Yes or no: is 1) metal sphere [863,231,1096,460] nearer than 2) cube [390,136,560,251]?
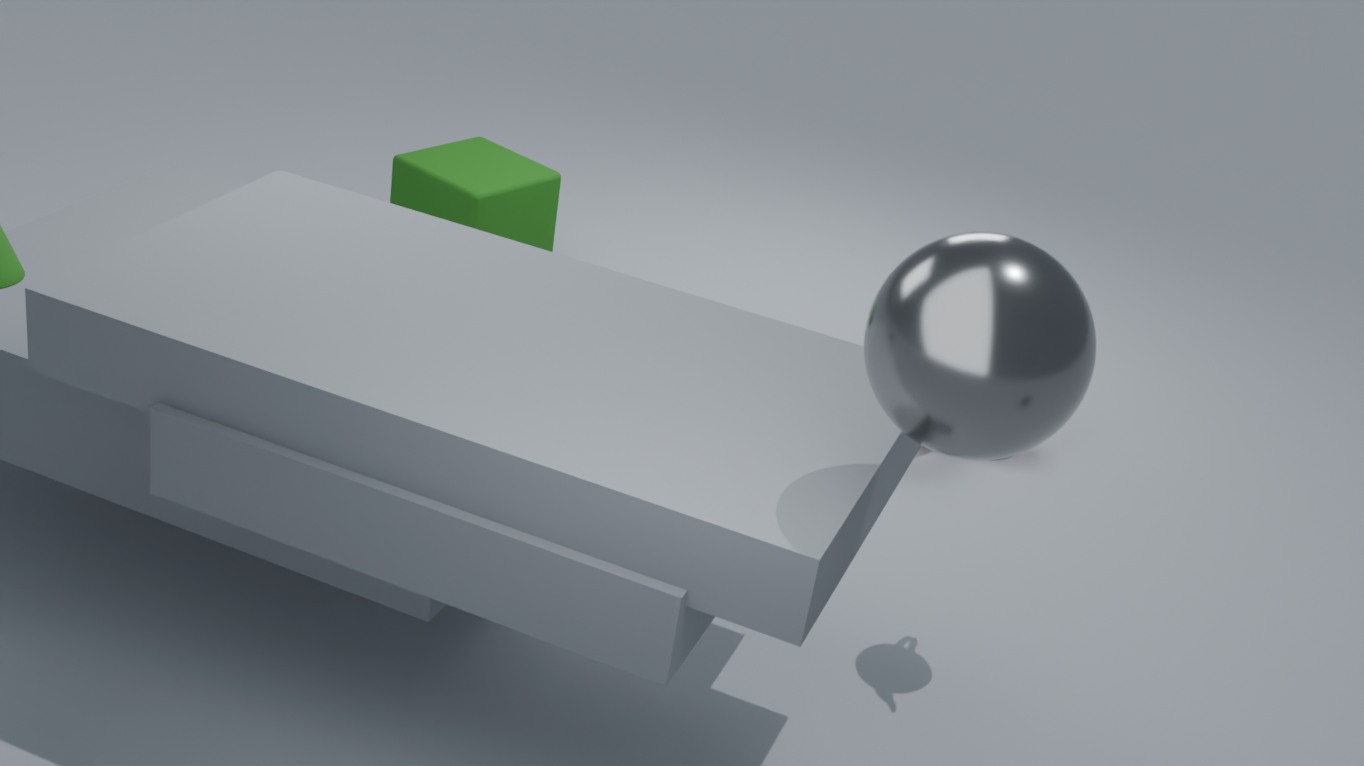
Yes
